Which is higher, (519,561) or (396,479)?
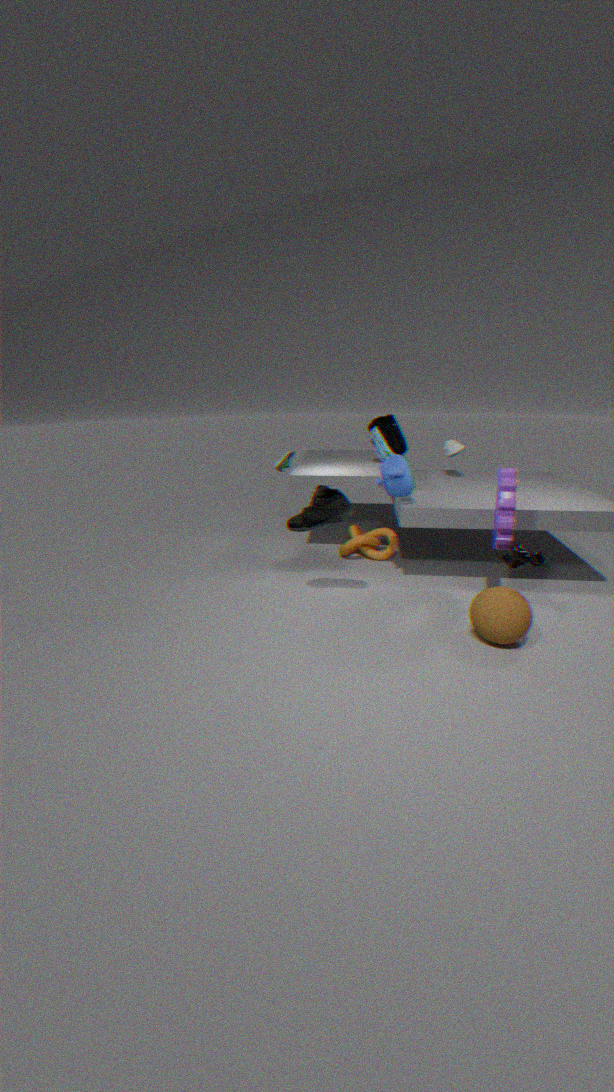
(396,479)
